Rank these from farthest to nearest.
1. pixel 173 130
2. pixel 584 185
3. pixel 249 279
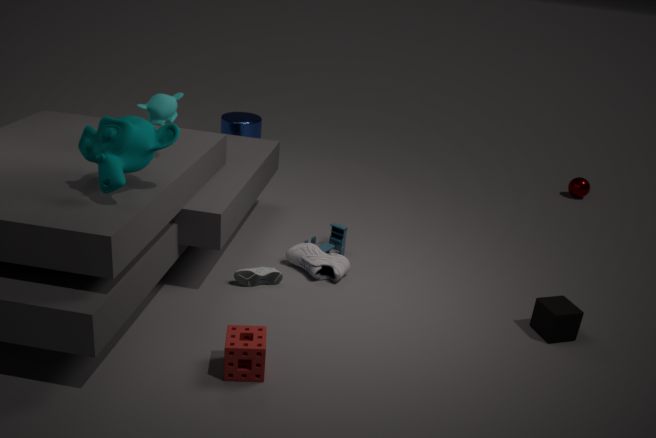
pixel 584 185, pixel 249 279, pixel 173 130
